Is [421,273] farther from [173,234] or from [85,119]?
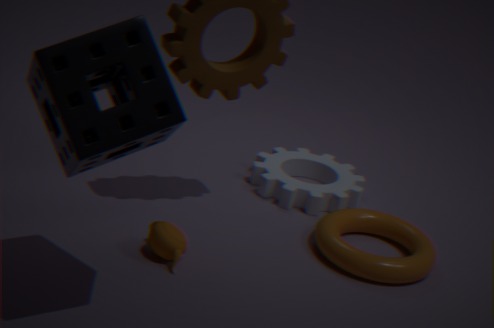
[85,119]
